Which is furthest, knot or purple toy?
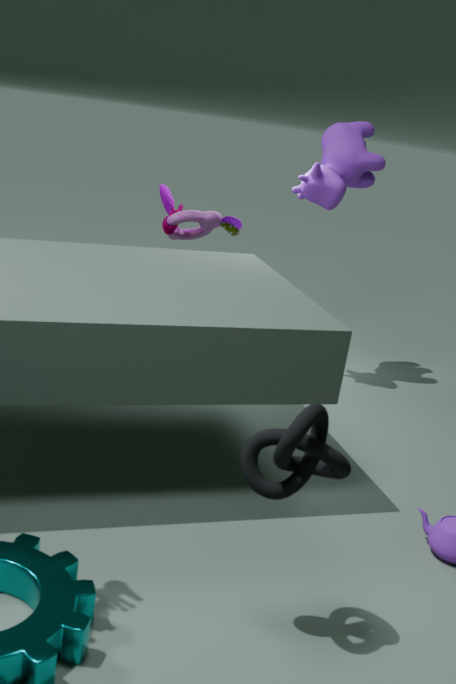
purple toy
